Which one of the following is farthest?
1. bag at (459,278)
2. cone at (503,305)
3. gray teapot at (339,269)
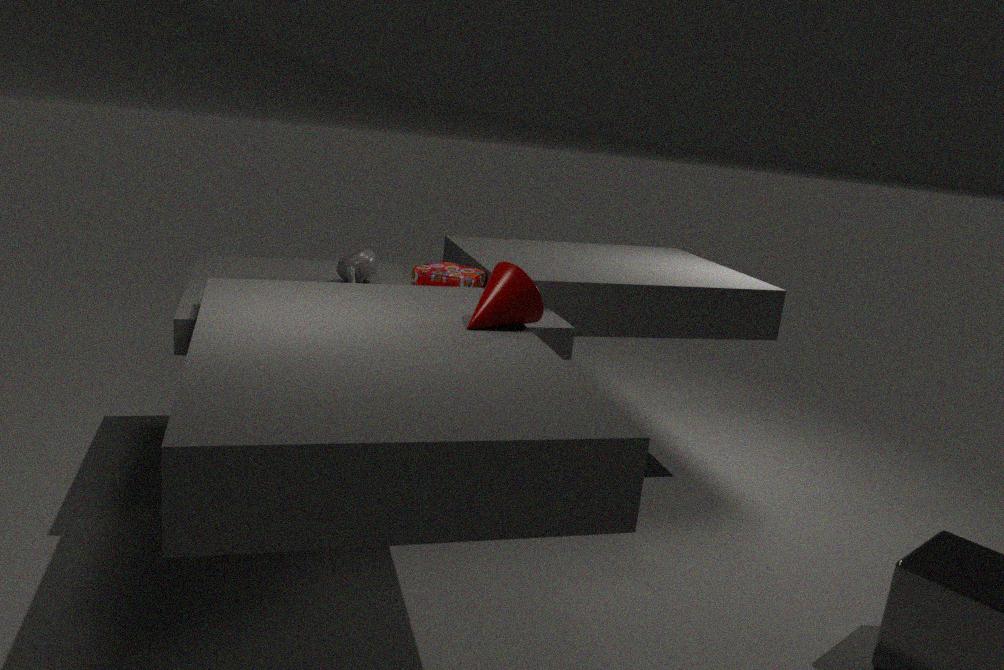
gray teapot at (339,269)
